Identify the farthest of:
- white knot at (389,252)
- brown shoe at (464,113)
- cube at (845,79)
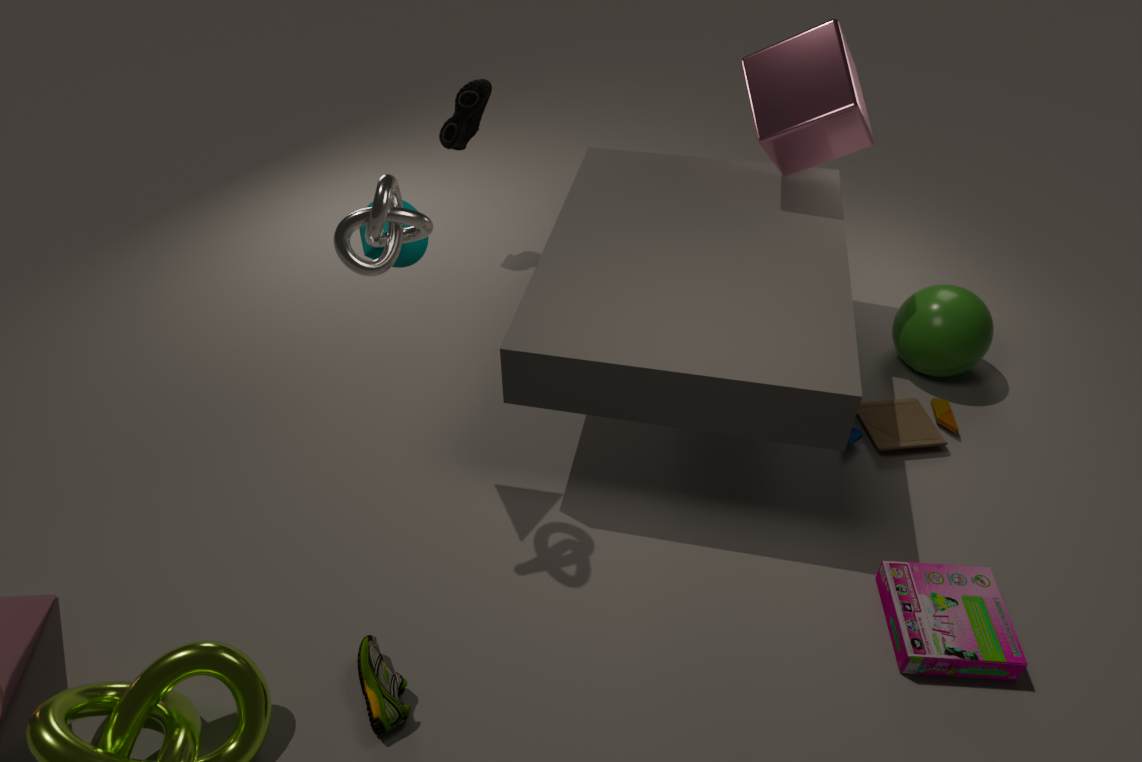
brown shoe at (464,113)
